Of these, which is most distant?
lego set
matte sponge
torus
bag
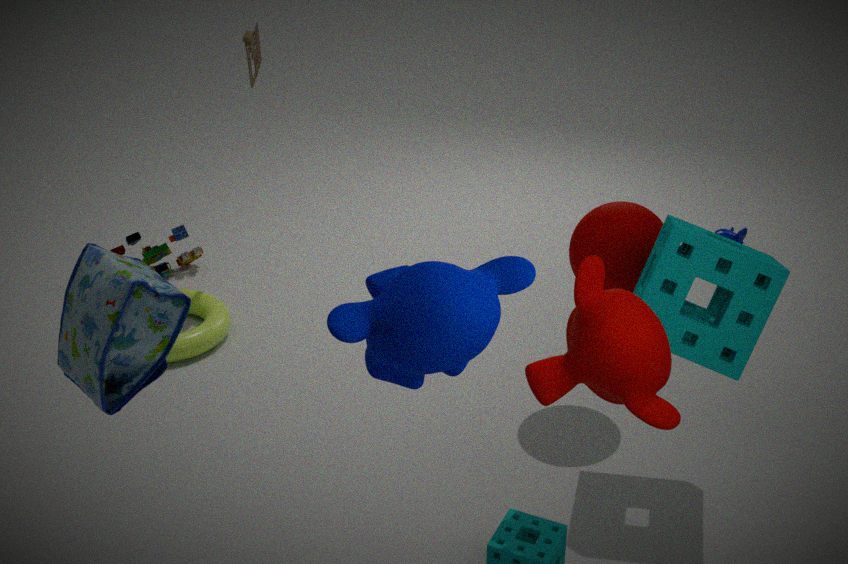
lego set
